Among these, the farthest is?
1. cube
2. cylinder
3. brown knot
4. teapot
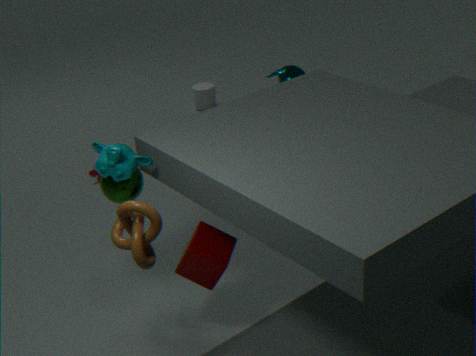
cylinder
